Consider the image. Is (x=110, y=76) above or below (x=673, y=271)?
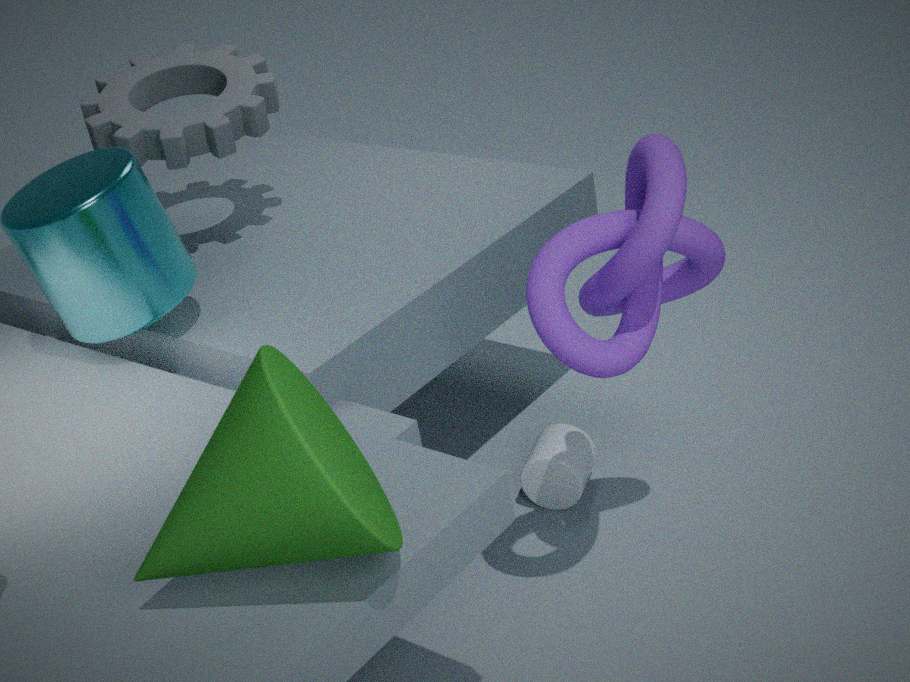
above
